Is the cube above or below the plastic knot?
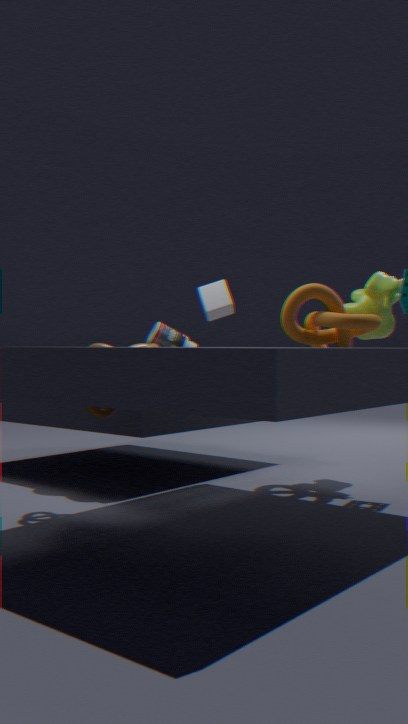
above
